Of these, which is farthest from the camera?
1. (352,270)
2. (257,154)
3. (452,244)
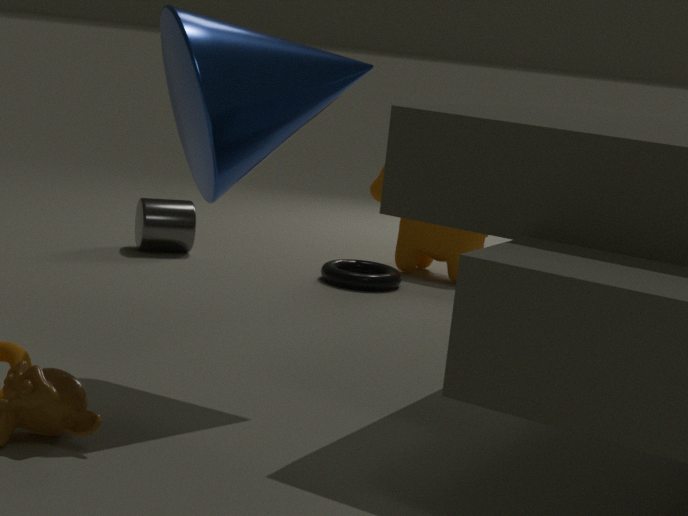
(452,244)
